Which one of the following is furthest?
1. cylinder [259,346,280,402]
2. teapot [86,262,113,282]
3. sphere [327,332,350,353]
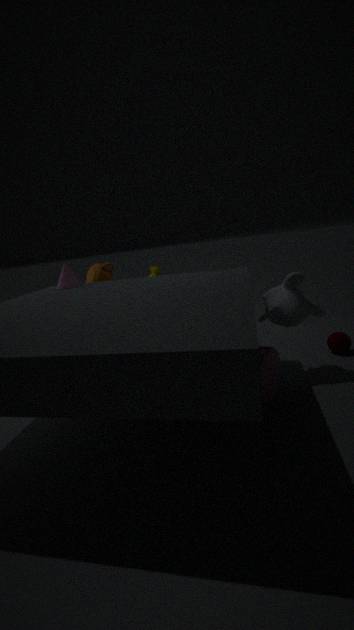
teapot [86,262,113,282]
